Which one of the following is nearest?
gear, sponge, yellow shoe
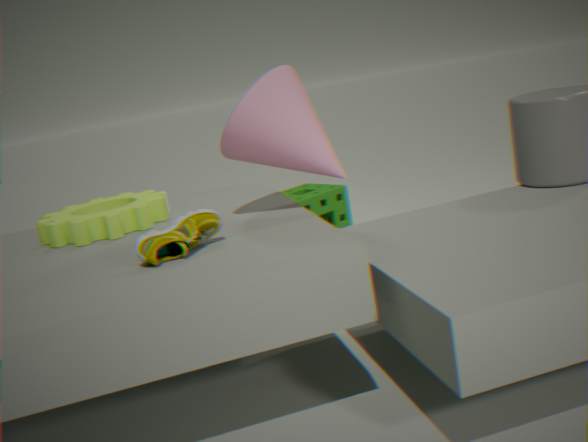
yellow shoe
